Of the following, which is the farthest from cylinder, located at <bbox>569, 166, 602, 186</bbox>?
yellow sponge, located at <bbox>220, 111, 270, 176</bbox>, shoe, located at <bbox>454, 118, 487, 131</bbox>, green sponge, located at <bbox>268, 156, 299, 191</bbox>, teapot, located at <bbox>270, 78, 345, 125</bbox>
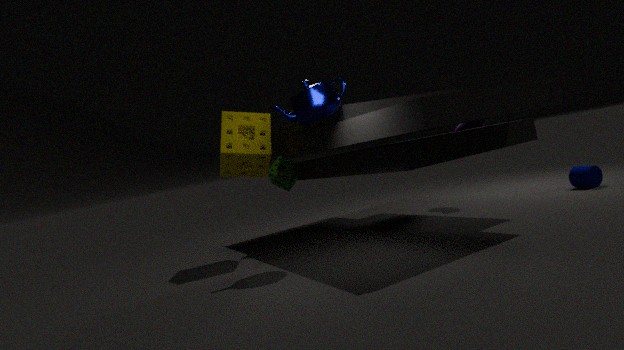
yellow sponge, located at <bbox>220, 111, 270, 176</bbox>
